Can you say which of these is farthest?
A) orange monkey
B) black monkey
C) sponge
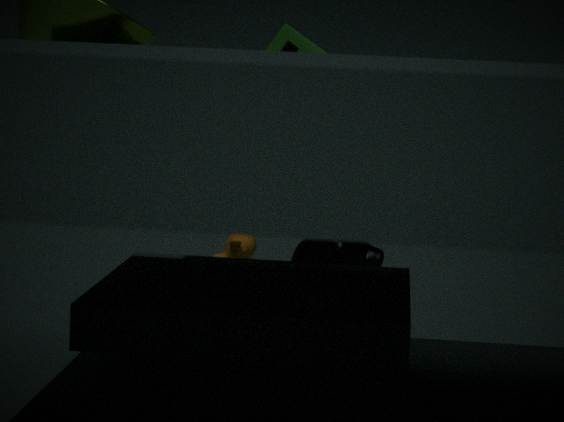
orange monkey
